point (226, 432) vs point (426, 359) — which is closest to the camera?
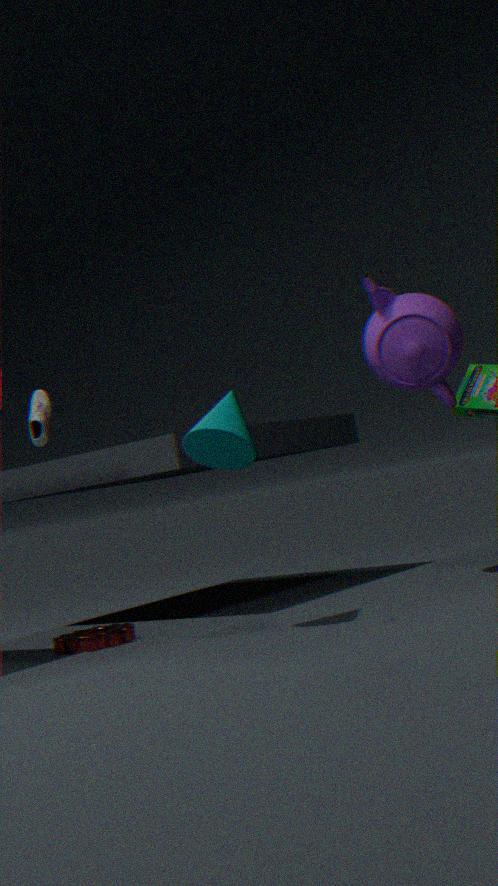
point (226, 432)
